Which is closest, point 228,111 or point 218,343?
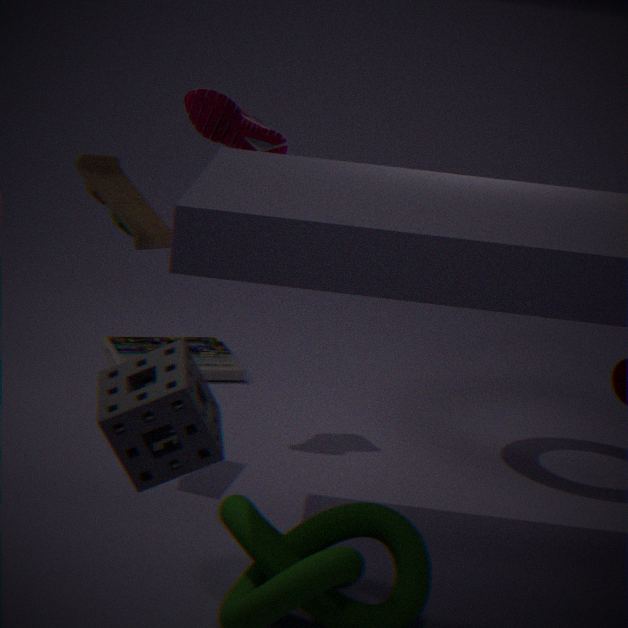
point 228,111
